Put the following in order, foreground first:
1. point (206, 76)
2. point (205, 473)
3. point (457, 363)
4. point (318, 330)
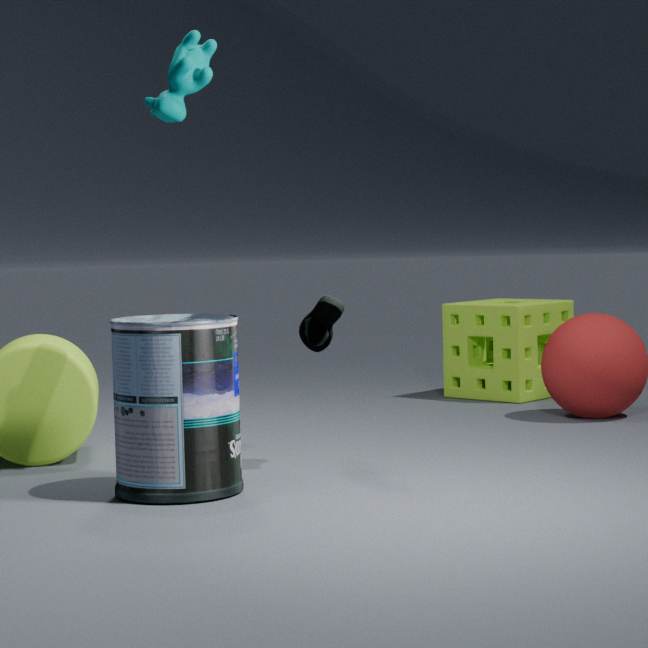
1. point (205, 473)
2. point (206, 76)
3. point (318, 330)
4. point (457, 363)
